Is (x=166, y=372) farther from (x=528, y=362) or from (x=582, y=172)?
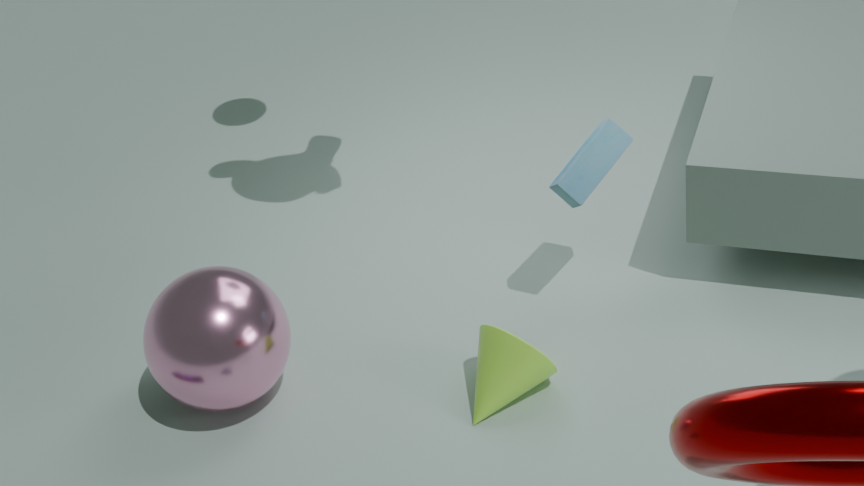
(x=582, y=172)
